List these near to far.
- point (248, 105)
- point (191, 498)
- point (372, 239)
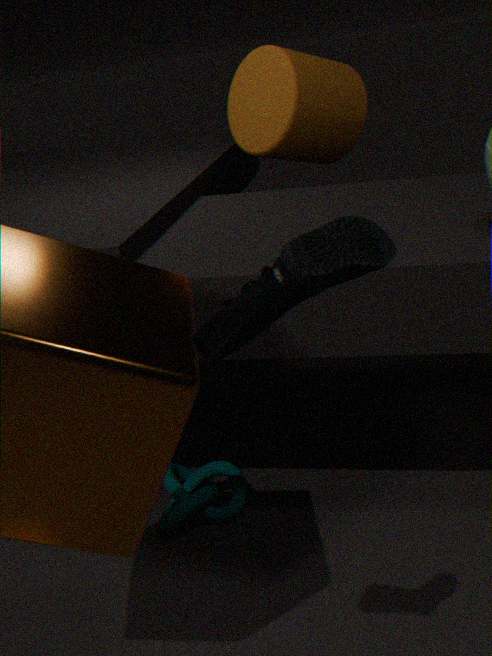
point (372, 239)
point (191, 498)
point (248, 105)
